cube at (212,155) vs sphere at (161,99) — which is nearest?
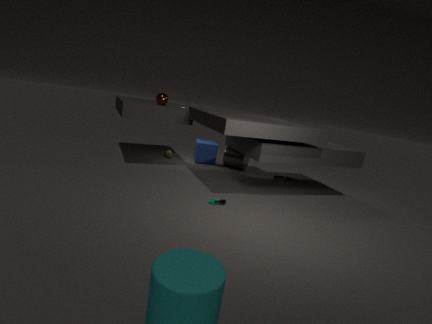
sphere at (161,99)
